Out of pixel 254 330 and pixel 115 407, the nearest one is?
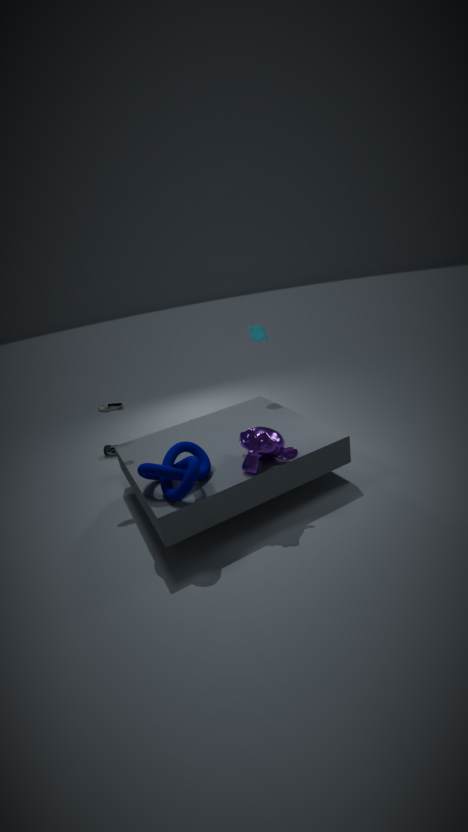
pixel 115 407
